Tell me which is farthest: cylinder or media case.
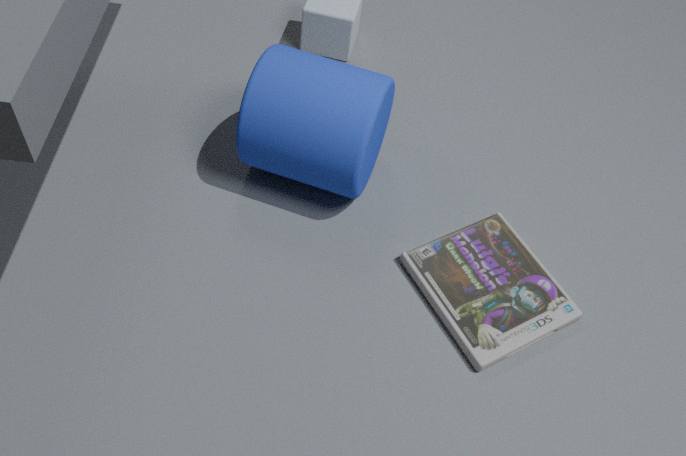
cylinder
